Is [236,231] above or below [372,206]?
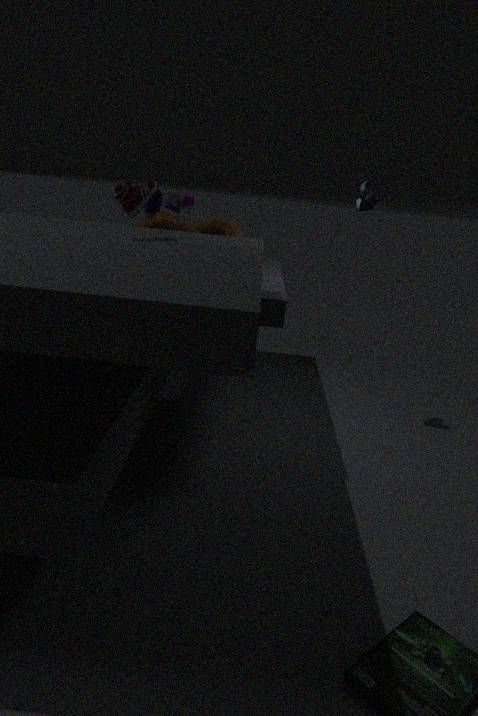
below
